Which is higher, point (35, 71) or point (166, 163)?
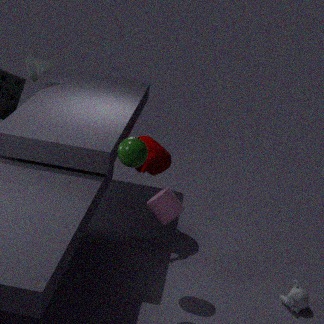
point (35, 71)
